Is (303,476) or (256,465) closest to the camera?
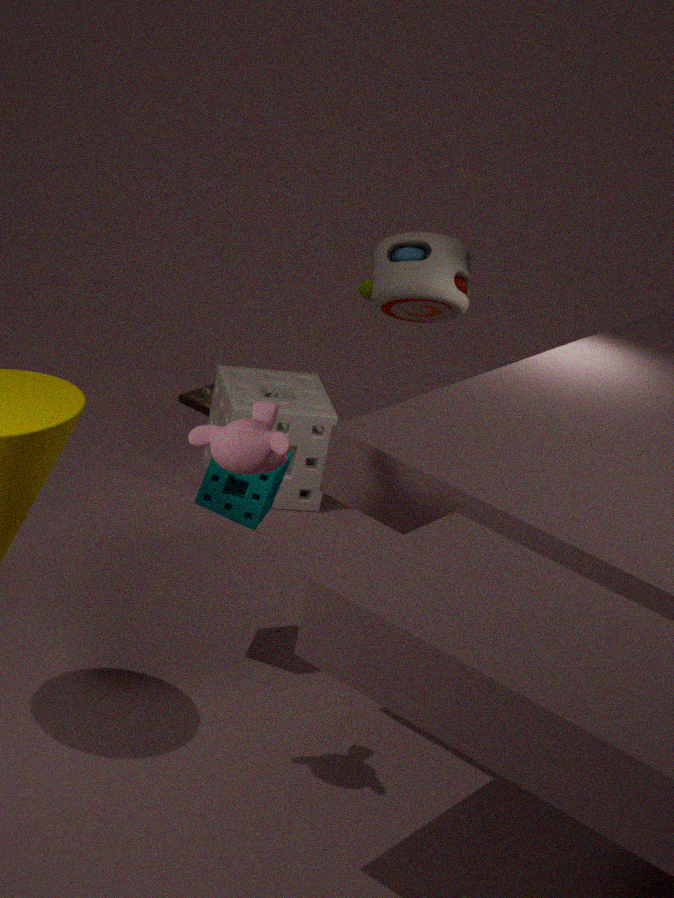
(256,465)
